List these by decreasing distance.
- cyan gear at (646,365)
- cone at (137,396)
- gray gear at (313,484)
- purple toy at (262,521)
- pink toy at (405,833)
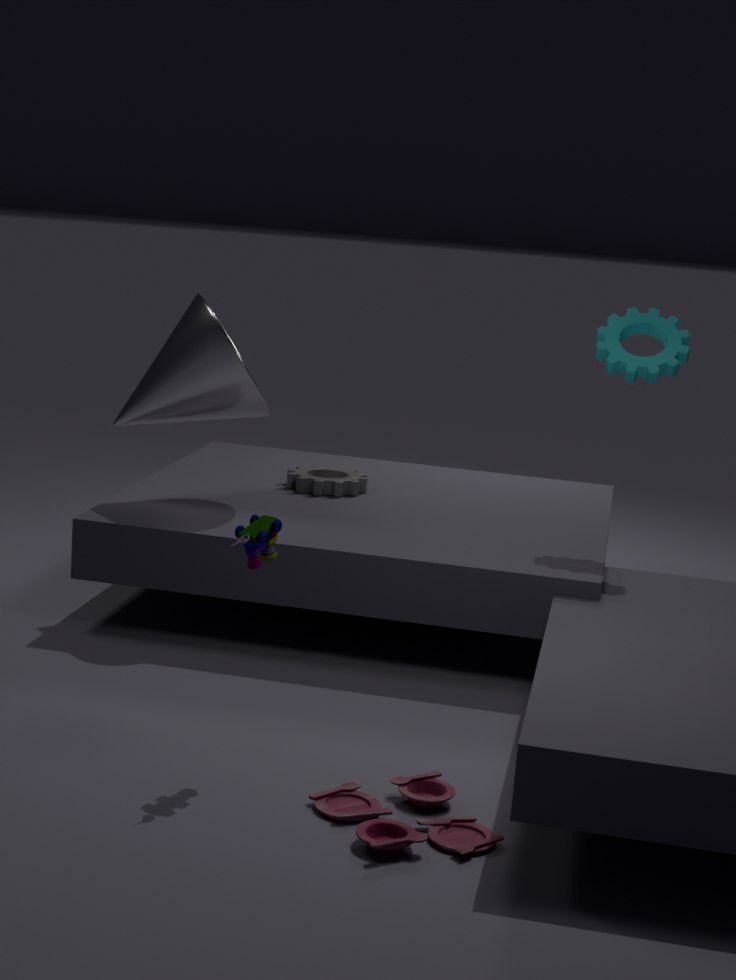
gray gear at (313,484), cone at (137,396), cyan gear at (646,365), purple toy at (262,521), pink toy at (405,833)
